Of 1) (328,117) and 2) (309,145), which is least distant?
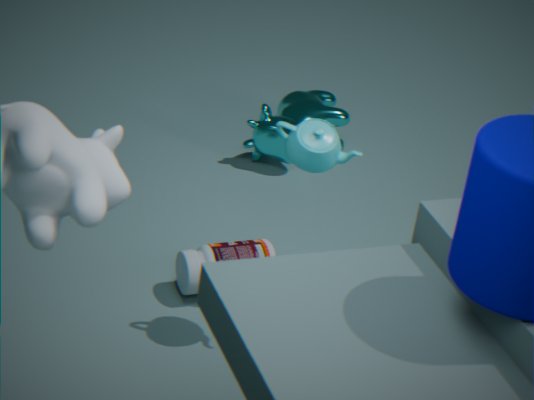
2. (309,145)
